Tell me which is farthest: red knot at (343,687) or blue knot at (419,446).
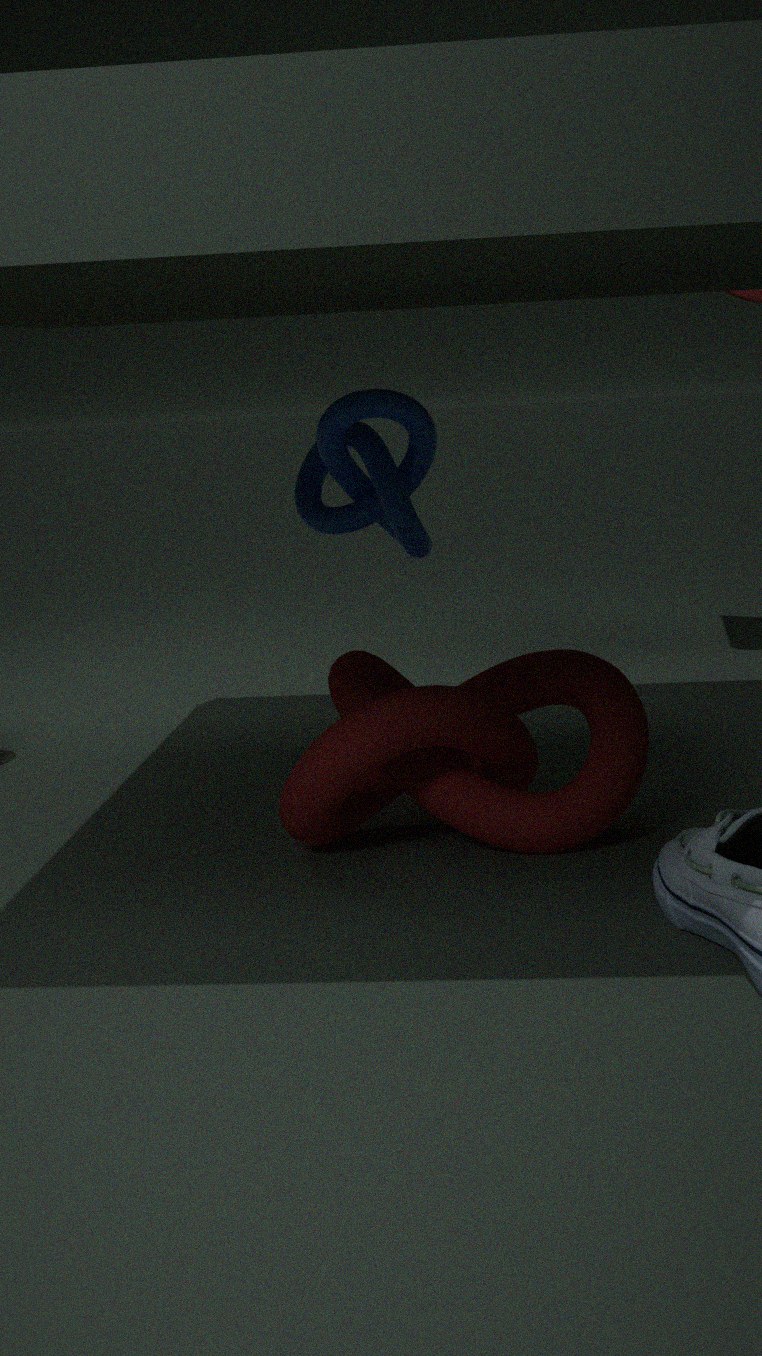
blue knot at (419,446)
